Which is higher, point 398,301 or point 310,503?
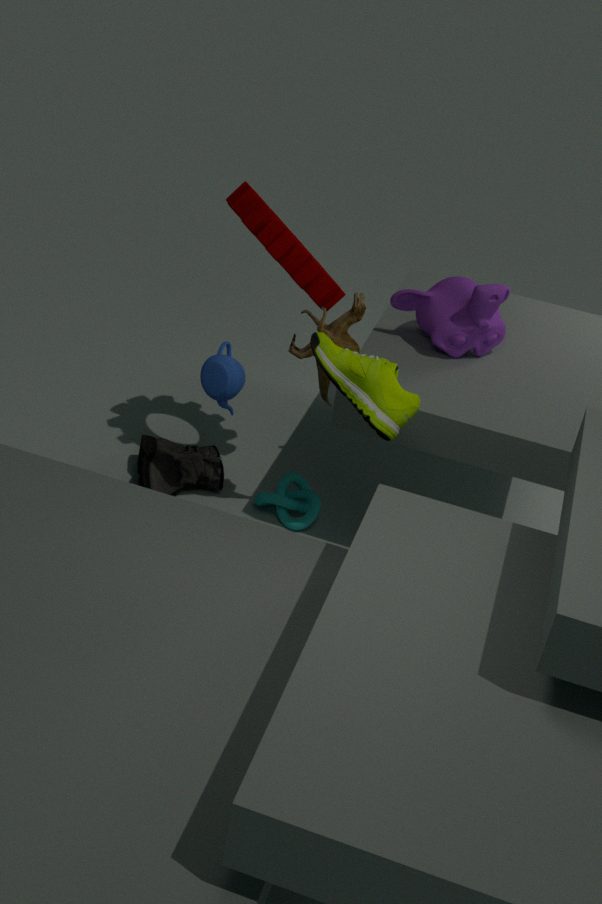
Result: point 398,301
